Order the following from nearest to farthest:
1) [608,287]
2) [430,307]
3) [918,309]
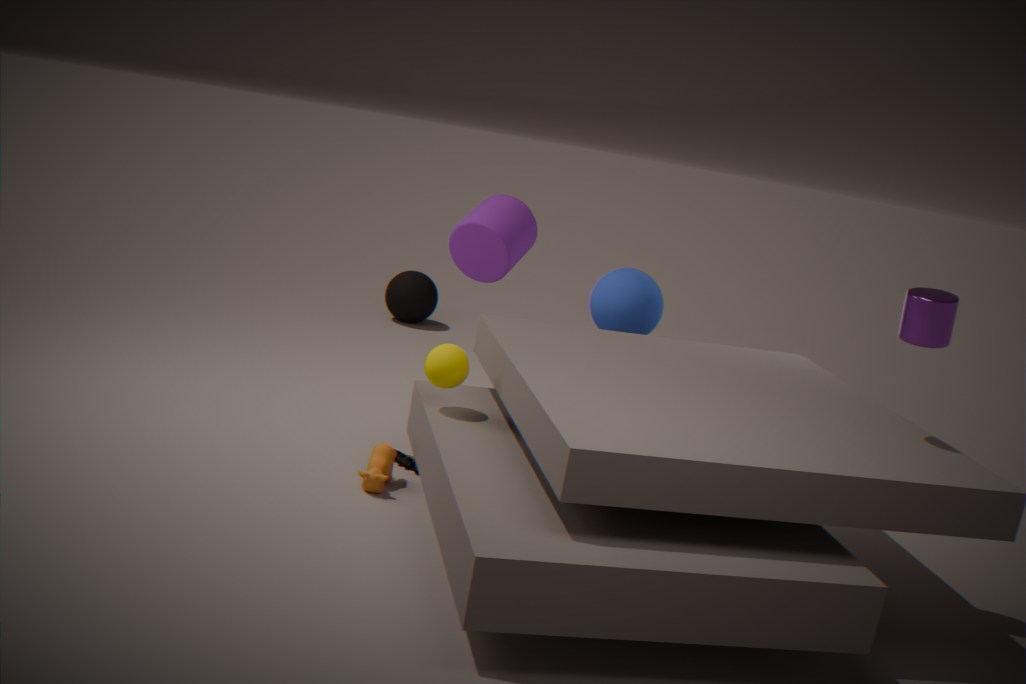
1. 3. [918,309]
2. 1. [608,287]
3. 2. [430,307]
